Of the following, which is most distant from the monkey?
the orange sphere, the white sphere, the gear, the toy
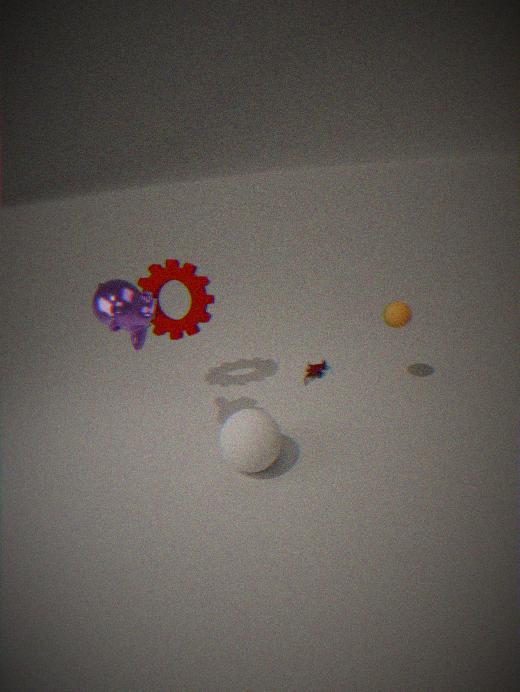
the orange sphere
